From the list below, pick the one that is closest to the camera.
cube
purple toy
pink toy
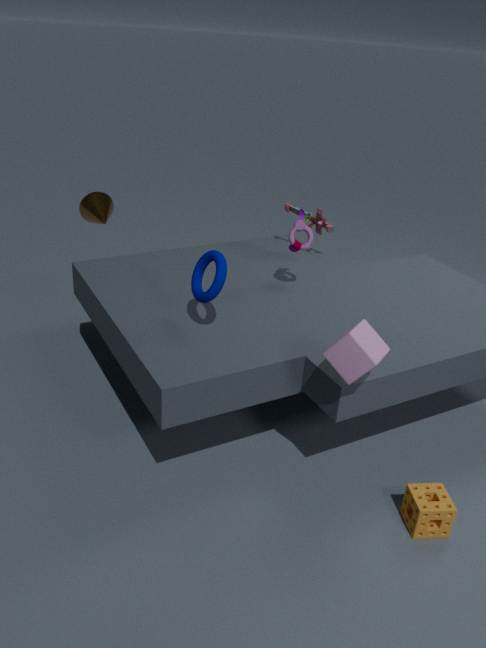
cube
